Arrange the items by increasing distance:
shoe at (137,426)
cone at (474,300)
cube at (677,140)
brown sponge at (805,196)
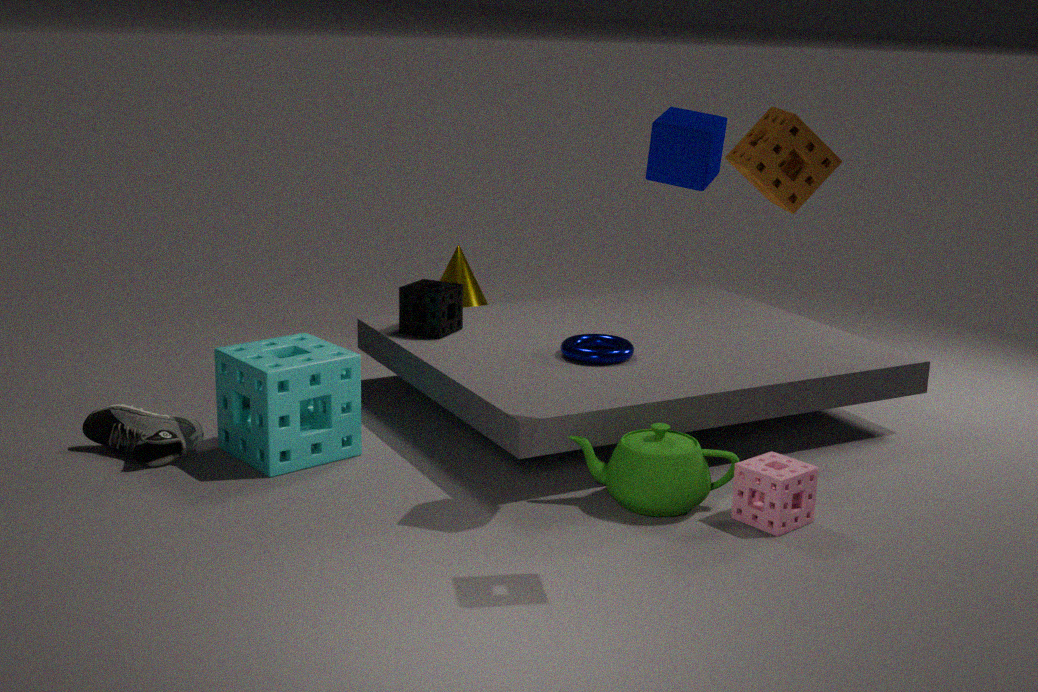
brown sponge at (805,196) < cube at (677,140) < shoe at (137,426) < cone at (474,300)
